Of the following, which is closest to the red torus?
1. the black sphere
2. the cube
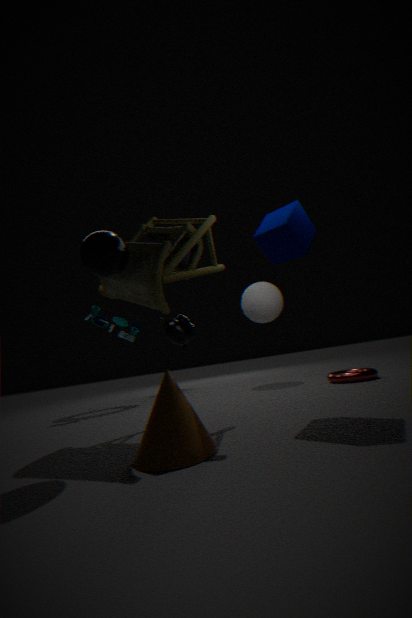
the cube
